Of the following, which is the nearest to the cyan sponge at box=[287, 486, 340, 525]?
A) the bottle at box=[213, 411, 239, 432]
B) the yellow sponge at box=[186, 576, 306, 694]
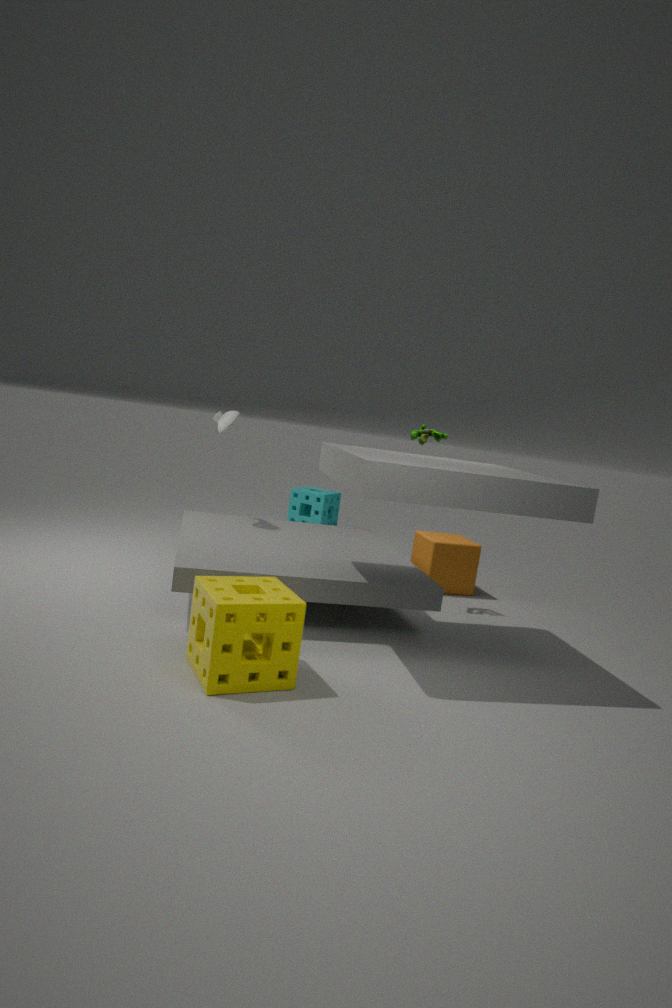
the bottle at box=[213, 411, 239, 432]
